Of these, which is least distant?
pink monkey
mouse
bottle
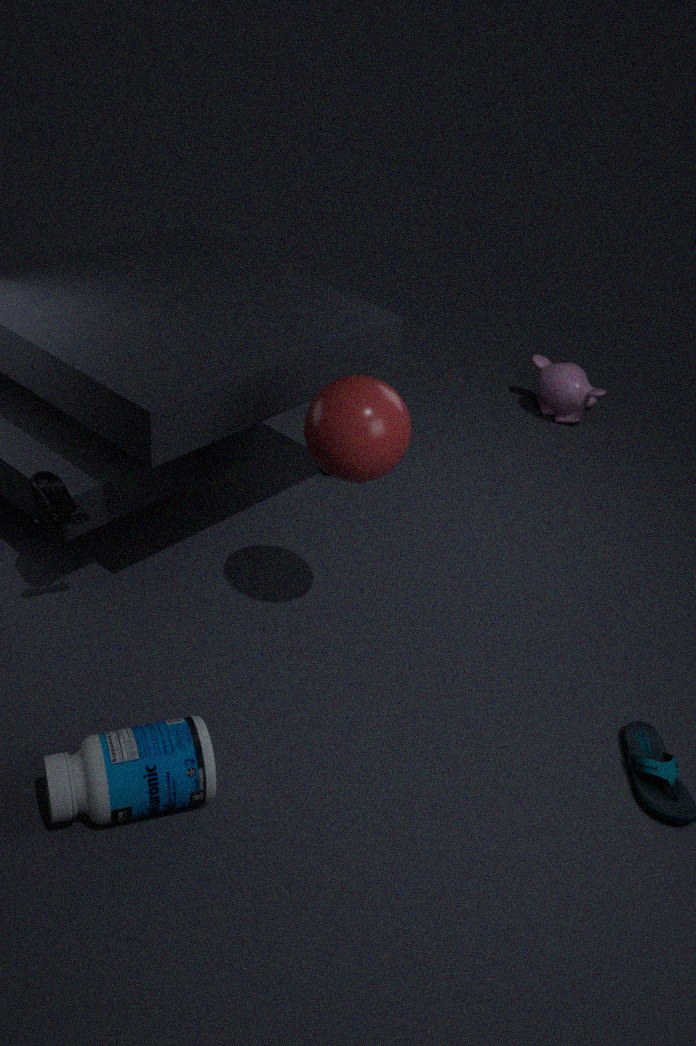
bottle
